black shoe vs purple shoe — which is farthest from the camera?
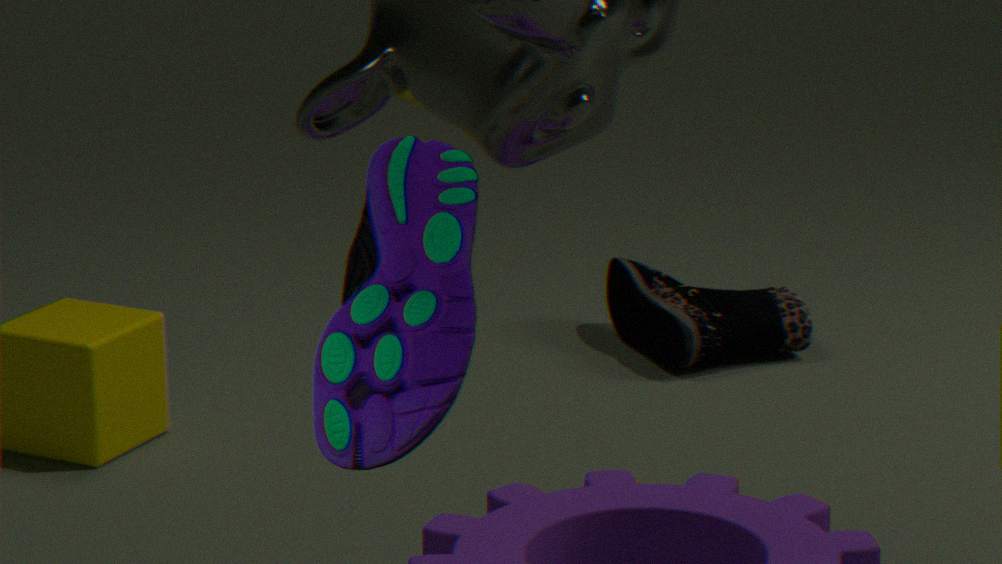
black shoe
